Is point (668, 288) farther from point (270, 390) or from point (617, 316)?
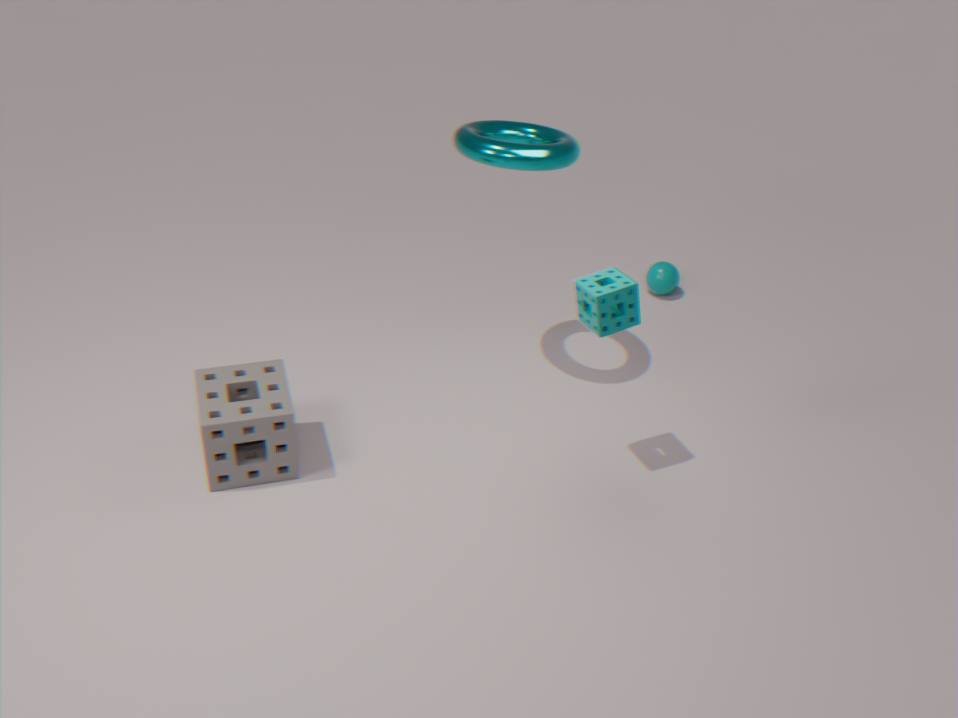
point (270, 390)
